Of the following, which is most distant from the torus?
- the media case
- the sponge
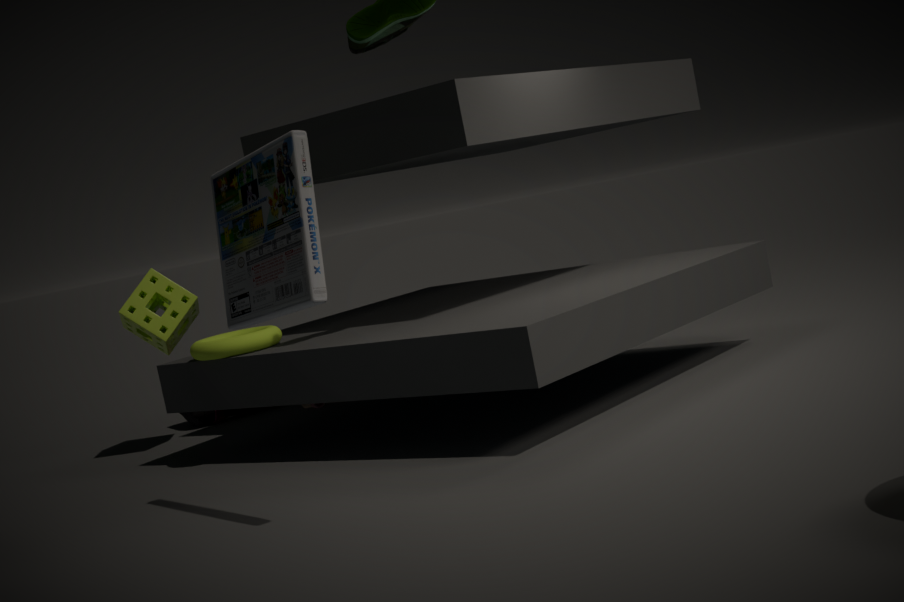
the media case
